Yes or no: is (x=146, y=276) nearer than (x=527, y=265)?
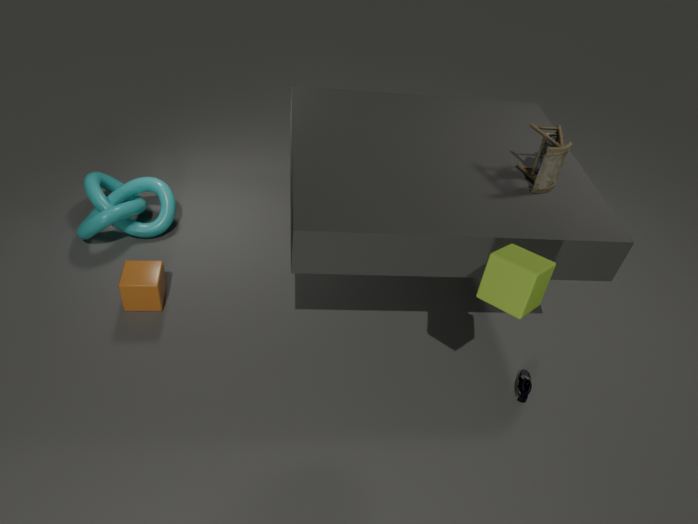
No
